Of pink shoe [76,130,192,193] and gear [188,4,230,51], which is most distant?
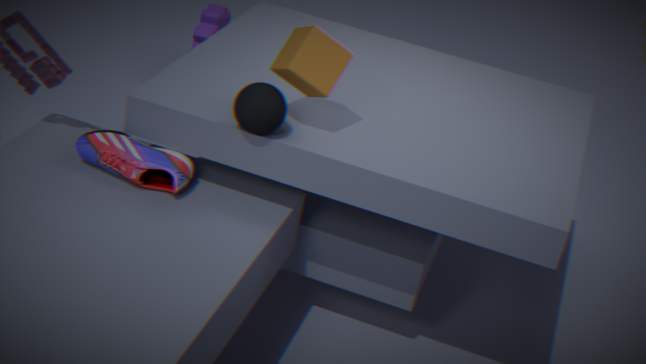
gear [188,4,230,51]
